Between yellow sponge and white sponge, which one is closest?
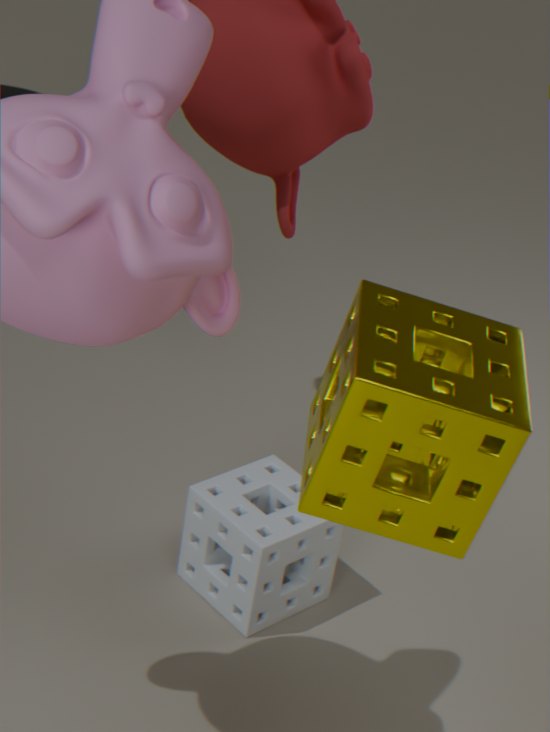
yellow sponge
